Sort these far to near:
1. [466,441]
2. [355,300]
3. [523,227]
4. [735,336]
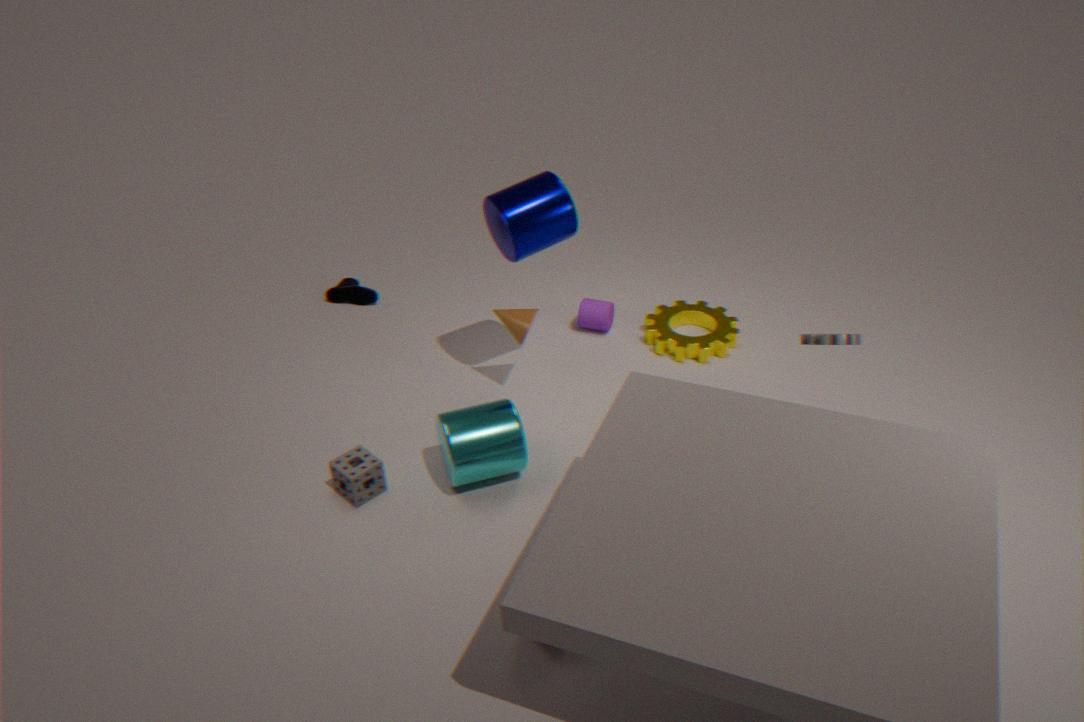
[355,300] < [735,336] < [523,227] < [466,441]
